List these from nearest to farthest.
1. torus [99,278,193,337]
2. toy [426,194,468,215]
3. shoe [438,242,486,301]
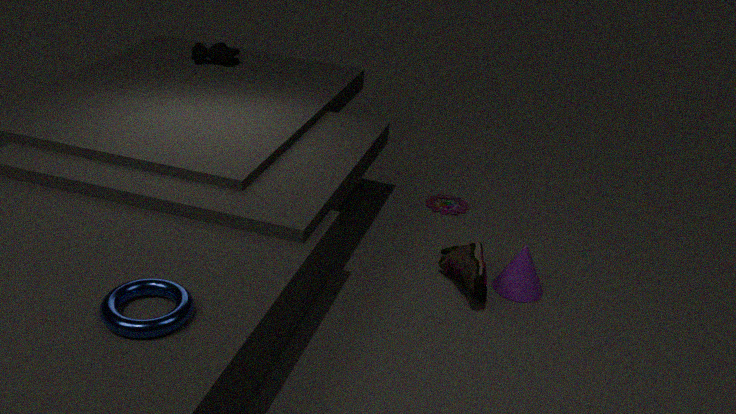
torus [99,278,193,337] < shoe [438,242,486,301] < toy [426,194,468,215]
